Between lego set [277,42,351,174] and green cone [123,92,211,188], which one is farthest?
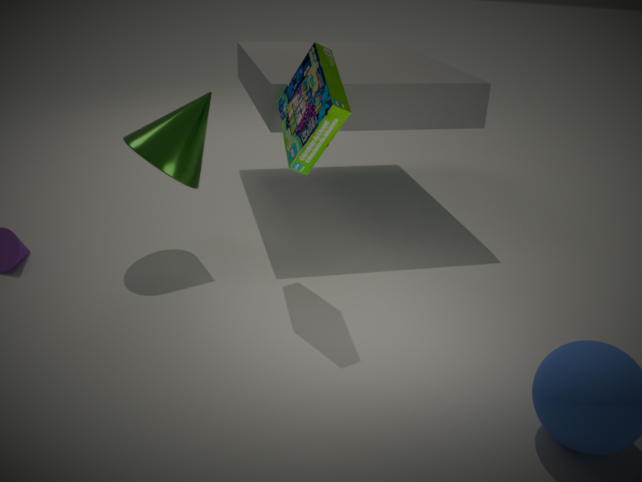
green cone [123,92,211,188]
